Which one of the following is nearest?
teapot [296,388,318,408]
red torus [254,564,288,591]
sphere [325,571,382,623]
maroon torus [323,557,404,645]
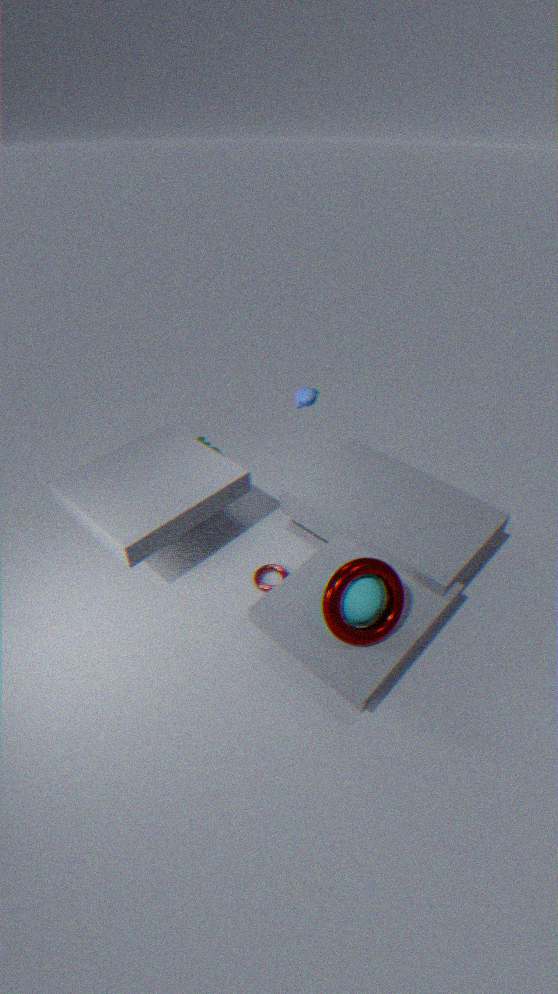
maroon torus [323,557,404,645]
